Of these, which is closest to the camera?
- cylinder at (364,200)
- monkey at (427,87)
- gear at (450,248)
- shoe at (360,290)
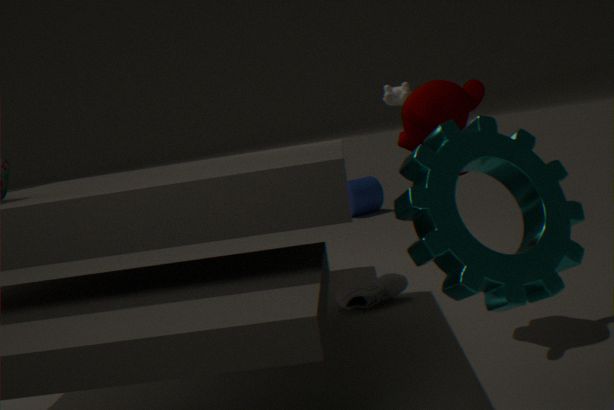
gear at (450,248)
